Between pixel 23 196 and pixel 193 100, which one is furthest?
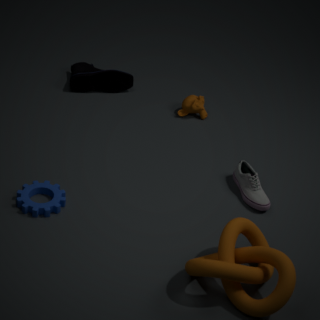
pixel 193 100
